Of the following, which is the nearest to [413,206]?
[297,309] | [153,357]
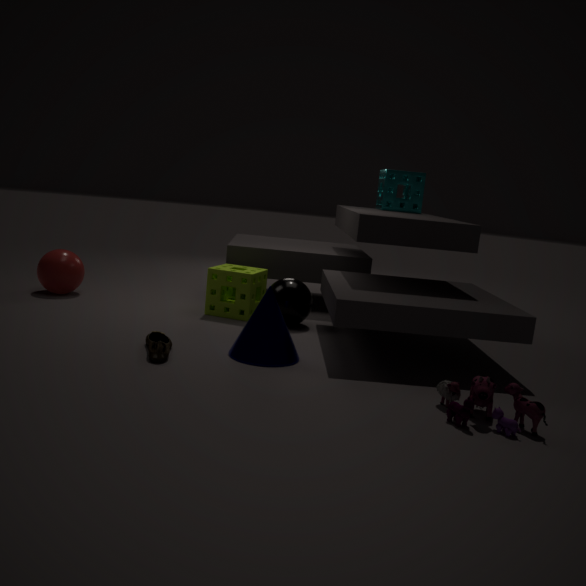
[297,309]
